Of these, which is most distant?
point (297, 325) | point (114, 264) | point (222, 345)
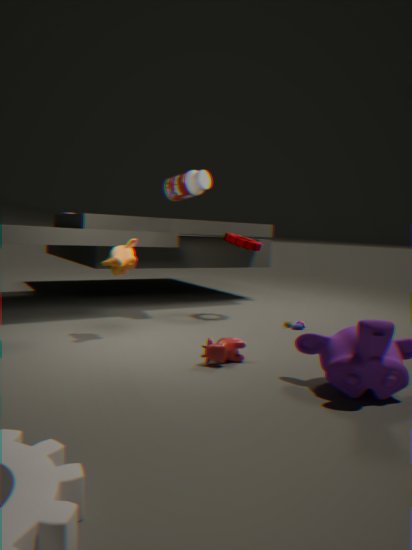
point (297, 325)
